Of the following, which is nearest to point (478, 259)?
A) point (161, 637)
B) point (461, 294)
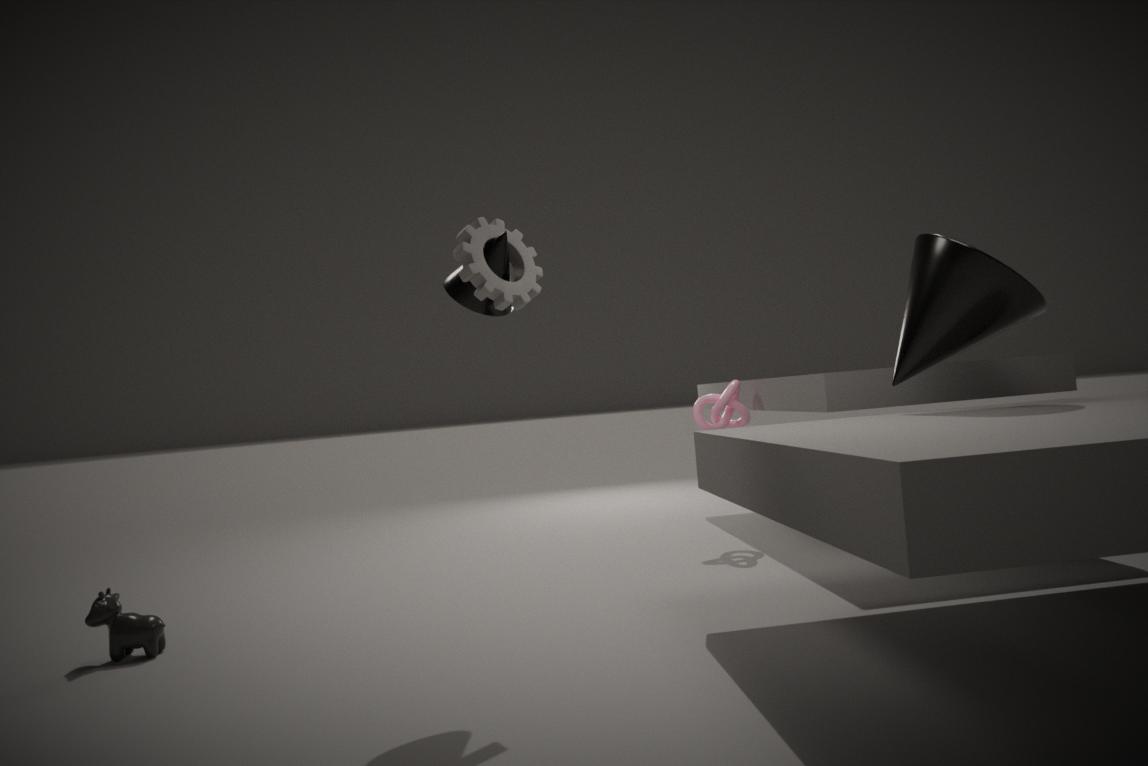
point (461, 294)
